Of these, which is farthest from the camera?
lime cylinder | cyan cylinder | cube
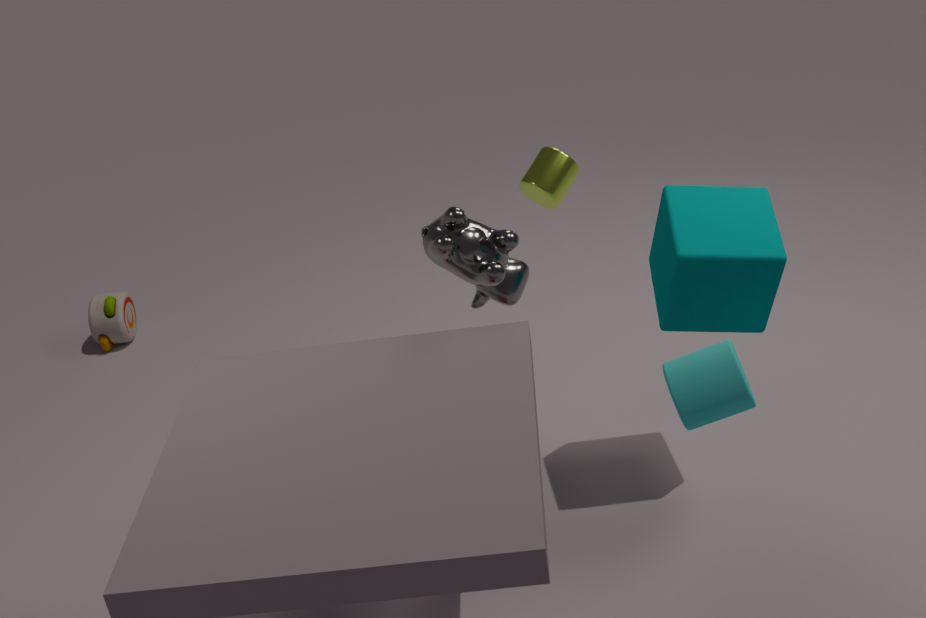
lime cylinder
